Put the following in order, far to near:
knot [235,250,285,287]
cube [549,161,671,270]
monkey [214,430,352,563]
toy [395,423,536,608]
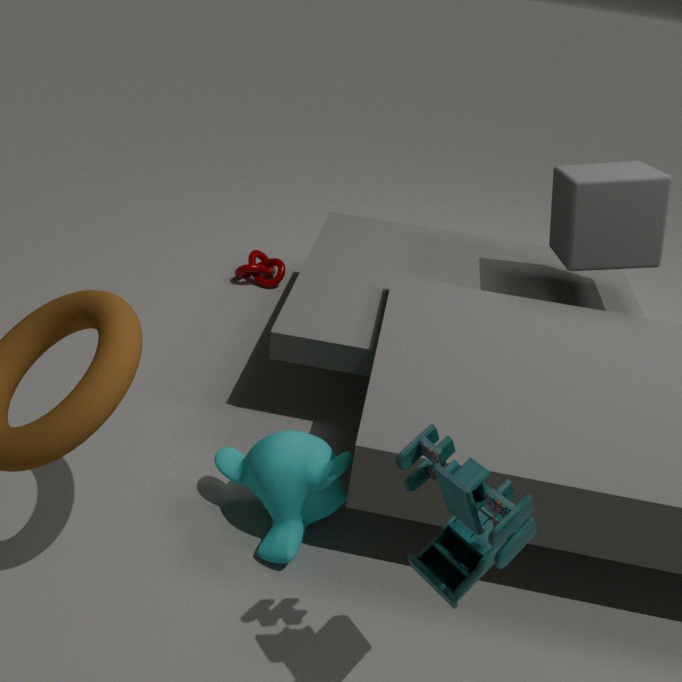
knot [235,250,285,287] → cube [549,161,671,270] → monkey [214,430,352,563] → toy [395,423,536,608]
